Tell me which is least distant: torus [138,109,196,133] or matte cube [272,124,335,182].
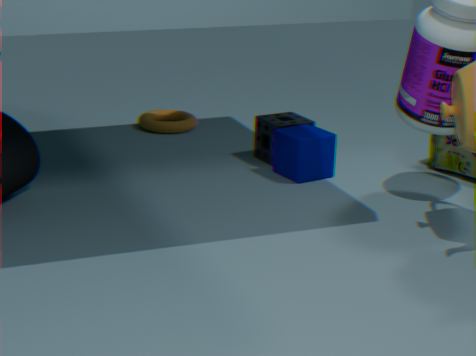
matte cube [272,124,335,182]
